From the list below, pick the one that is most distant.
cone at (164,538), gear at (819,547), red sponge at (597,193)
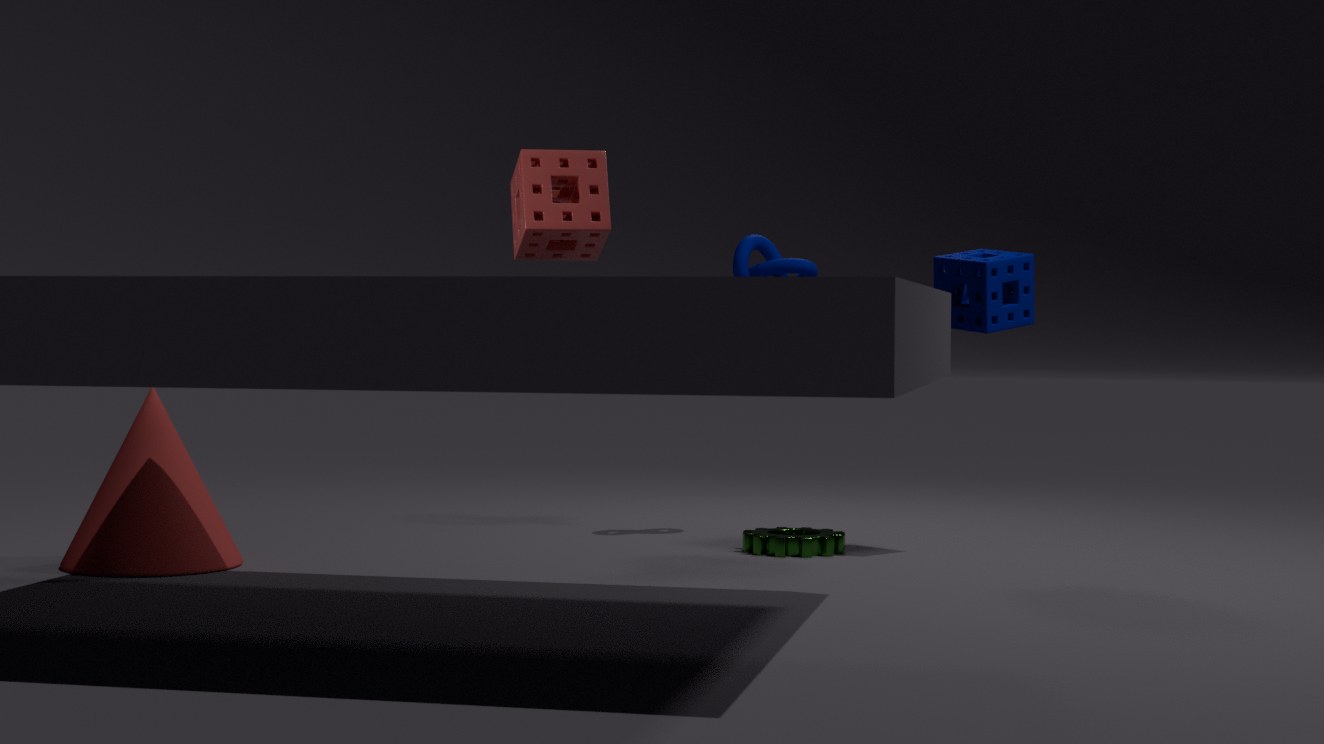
gear at (819,547)
